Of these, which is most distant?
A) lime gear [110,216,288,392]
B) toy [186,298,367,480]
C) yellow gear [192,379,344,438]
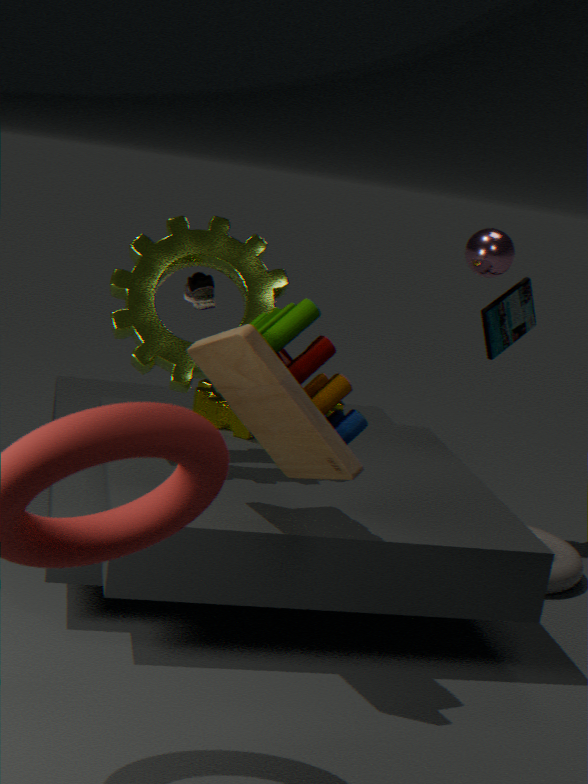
yellow gear [192,379,344,438]
